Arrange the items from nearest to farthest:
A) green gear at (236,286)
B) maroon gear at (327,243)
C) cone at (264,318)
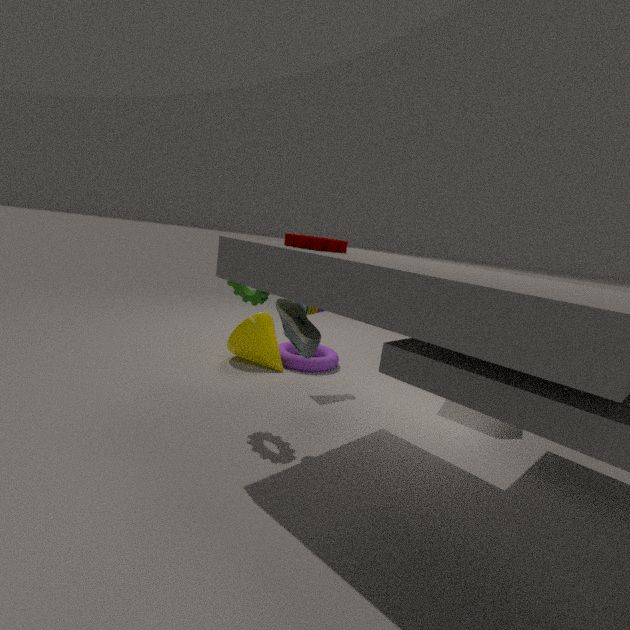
maroon gear at (327,243), green gear at (236,286), cone at (264,318)
